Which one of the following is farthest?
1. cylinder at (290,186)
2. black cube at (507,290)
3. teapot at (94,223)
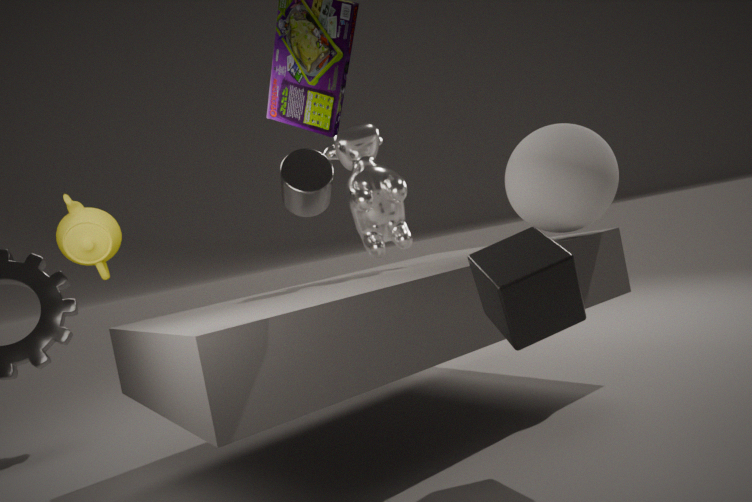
cylinder at (290,186)
